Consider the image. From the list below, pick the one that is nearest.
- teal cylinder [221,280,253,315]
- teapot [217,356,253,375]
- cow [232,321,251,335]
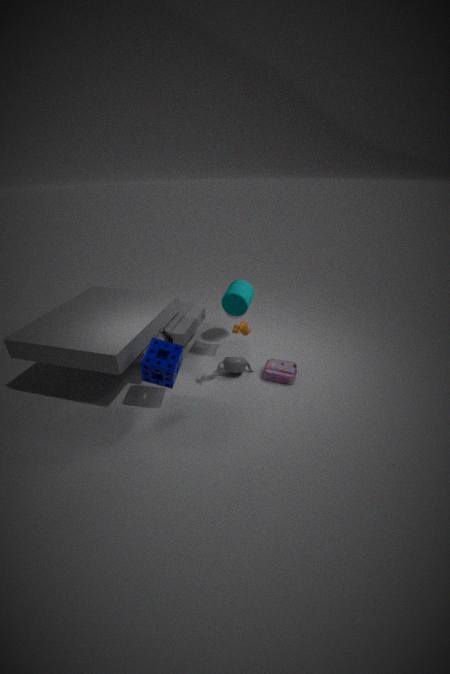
cow [232,321,251,335]
